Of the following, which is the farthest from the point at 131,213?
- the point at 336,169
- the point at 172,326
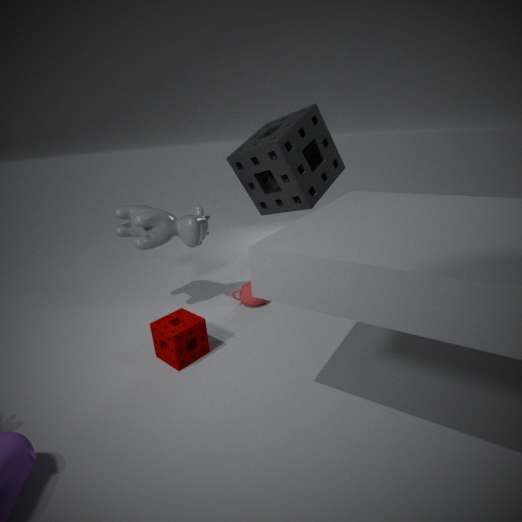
the point at 336,169
